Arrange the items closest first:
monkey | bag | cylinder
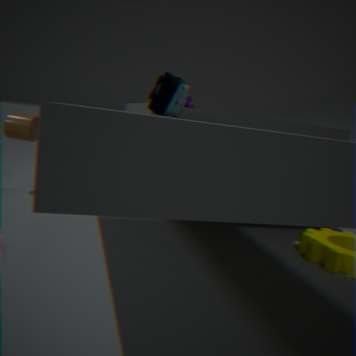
bag, cylinder, monkey
